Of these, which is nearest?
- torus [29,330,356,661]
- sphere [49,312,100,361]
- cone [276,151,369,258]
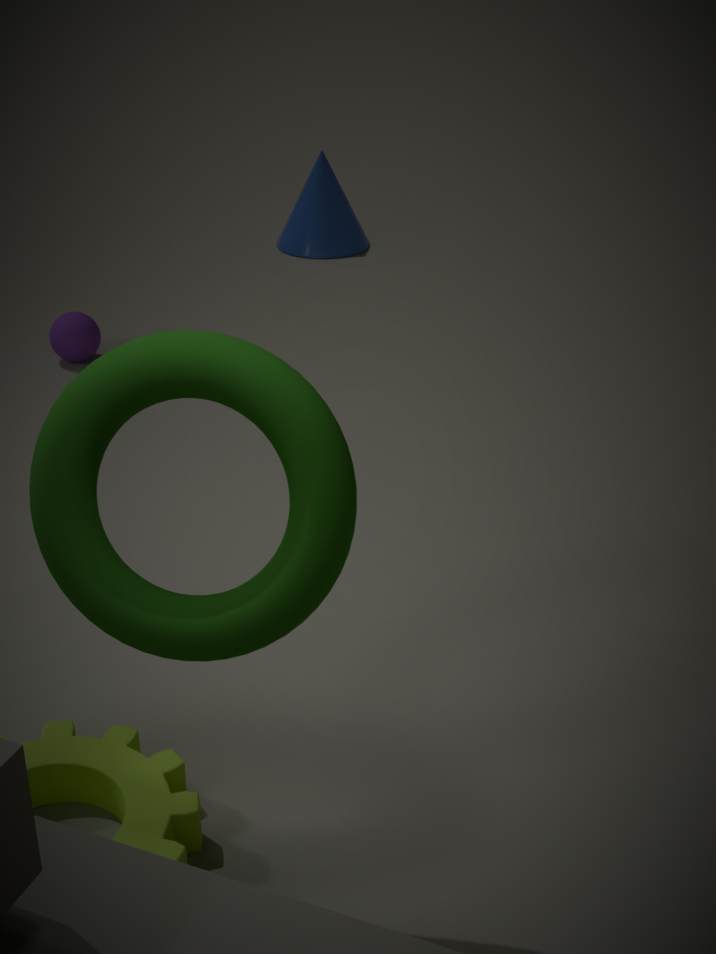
torus [29,330,356,661]
